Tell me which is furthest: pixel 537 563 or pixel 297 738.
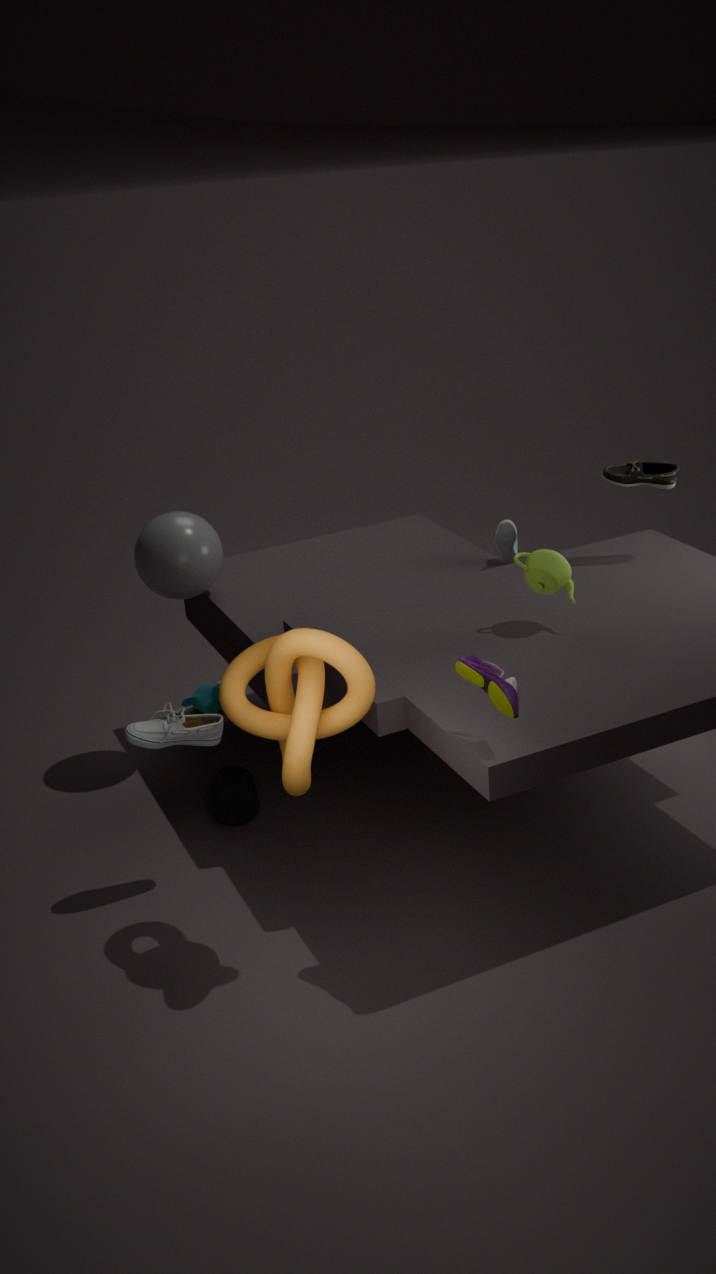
pixel 537 563
